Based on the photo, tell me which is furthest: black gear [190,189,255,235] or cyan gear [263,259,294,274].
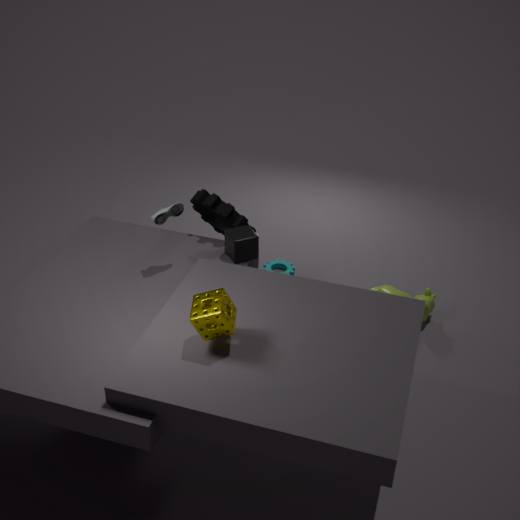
cyan gear [263,259,294,274]
